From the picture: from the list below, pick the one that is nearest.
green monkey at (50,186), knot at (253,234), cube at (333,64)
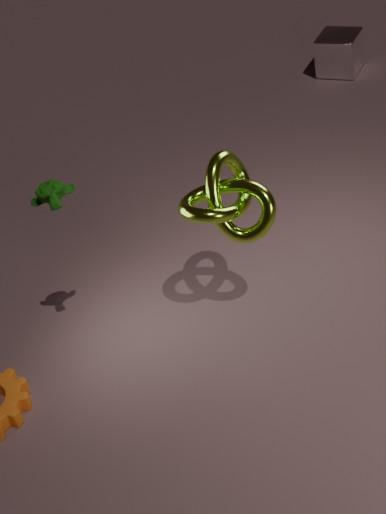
green monkey at (50,186)
